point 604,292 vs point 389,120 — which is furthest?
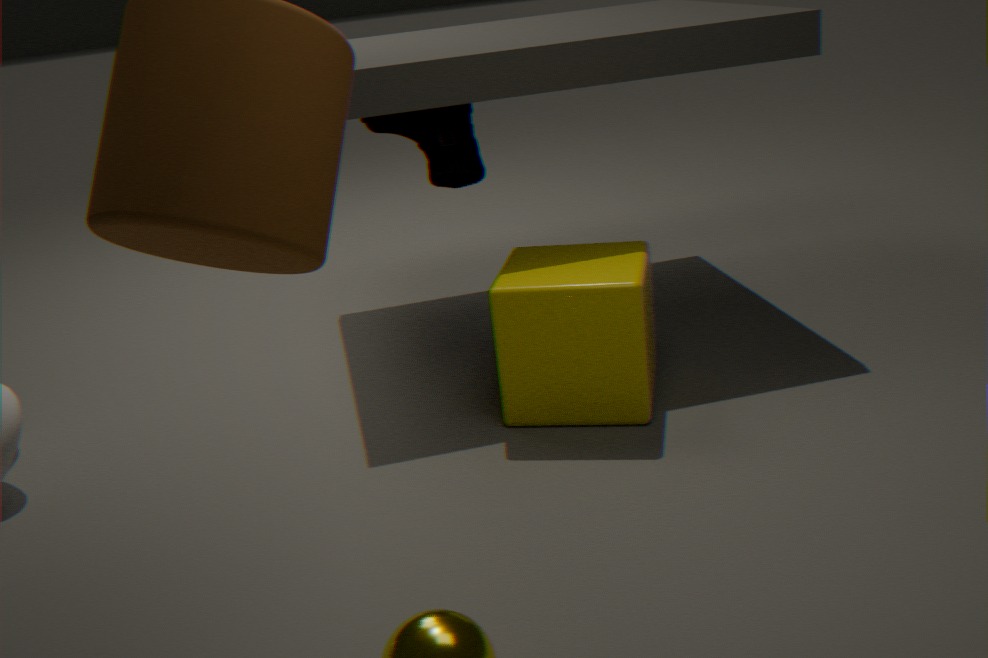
point 389,120
